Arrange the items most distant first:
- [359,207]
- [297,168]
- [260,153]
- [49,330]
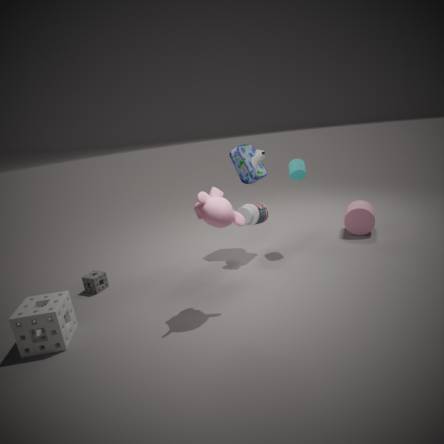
[359,207], [260,153], [297,168], [49,330]
